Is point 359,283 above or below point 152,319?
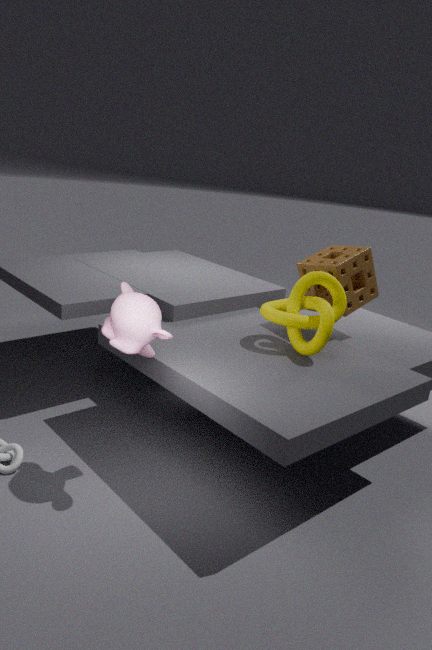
above
